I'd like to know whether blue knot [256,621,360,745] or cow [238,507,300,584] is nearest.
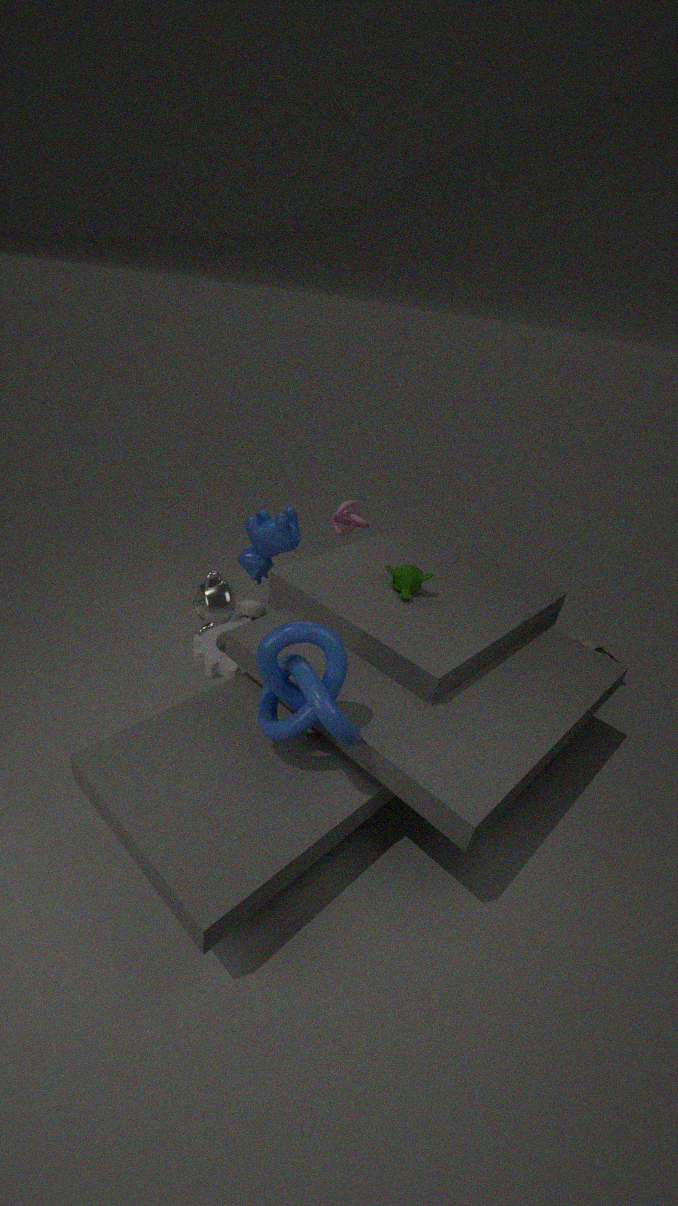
blue knot [256,621,360,745]
